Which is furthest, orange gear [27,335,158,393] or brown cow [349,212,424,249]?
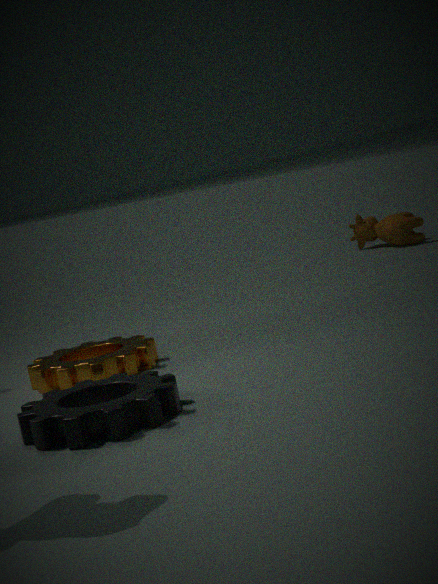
brown cow [349,212,424,249]
